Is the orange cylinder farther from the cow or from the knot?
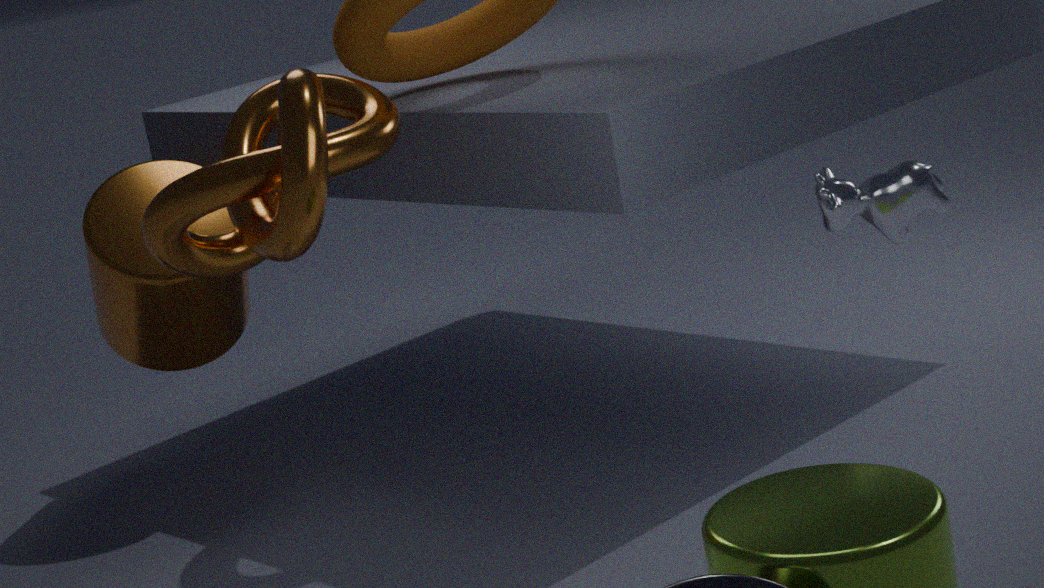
the cow
